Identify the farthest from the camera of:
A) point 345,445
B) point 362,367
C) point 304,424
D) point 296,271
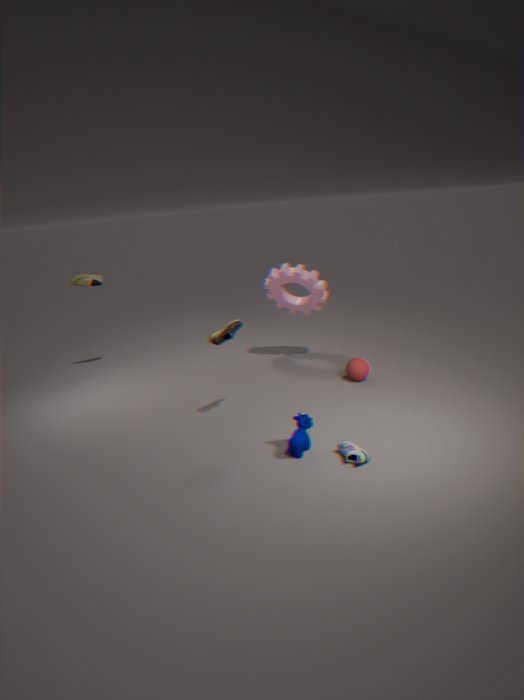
point 296,271
